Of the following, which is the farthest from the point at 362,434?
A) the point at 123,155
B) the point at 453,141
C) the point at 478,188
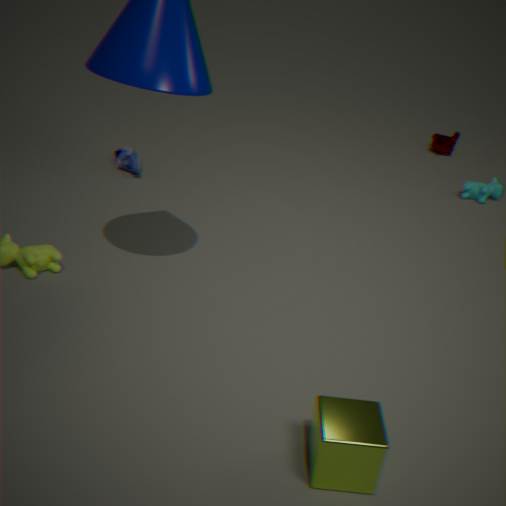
the point at 453,141
